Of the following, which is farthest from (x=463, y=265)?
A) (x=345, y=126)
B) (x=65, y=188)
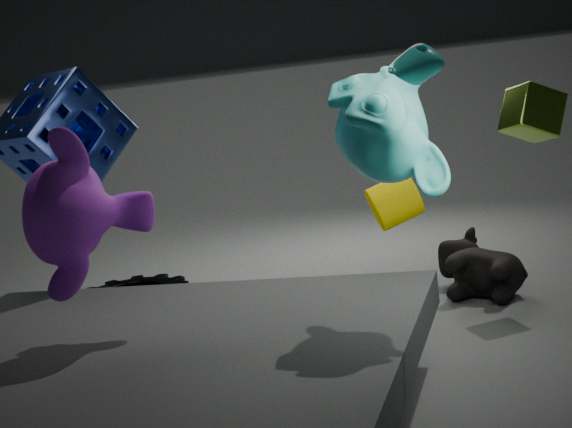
(x=65, y=188)
